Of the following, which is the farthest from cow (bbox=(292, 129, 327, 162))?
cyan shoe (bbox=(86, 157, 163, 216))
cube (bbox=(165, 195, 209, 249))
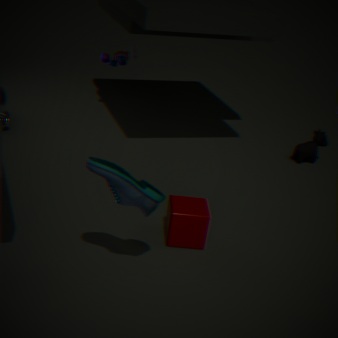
cyan shoe (bbox=(86, 157, 163, 216))
